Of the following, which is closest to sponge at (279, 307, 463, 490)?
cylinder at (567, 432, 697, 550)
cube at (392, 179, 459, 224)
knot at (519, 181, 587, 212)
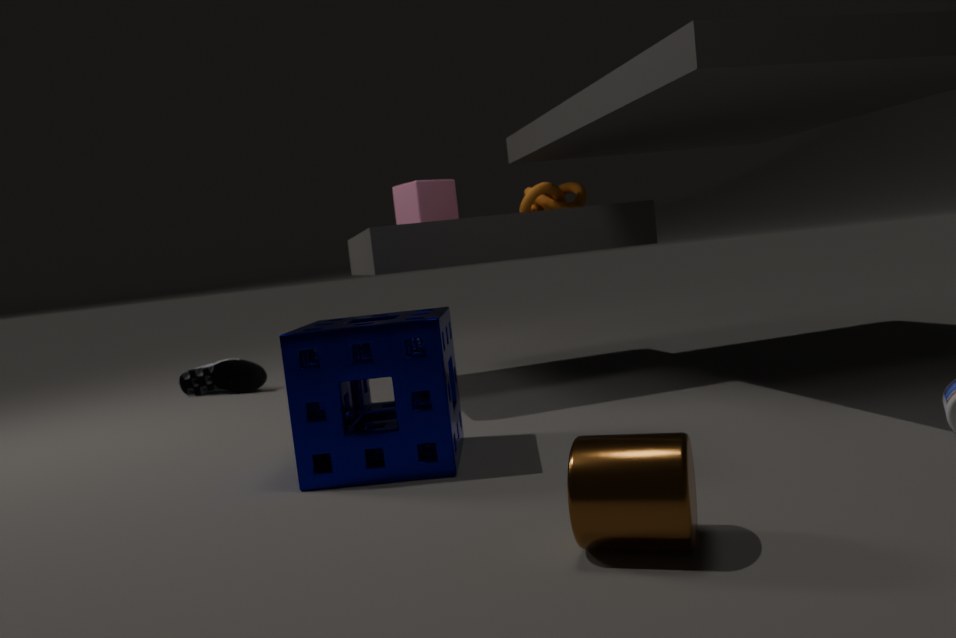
cylinder at (567, 432, 697, 550)
